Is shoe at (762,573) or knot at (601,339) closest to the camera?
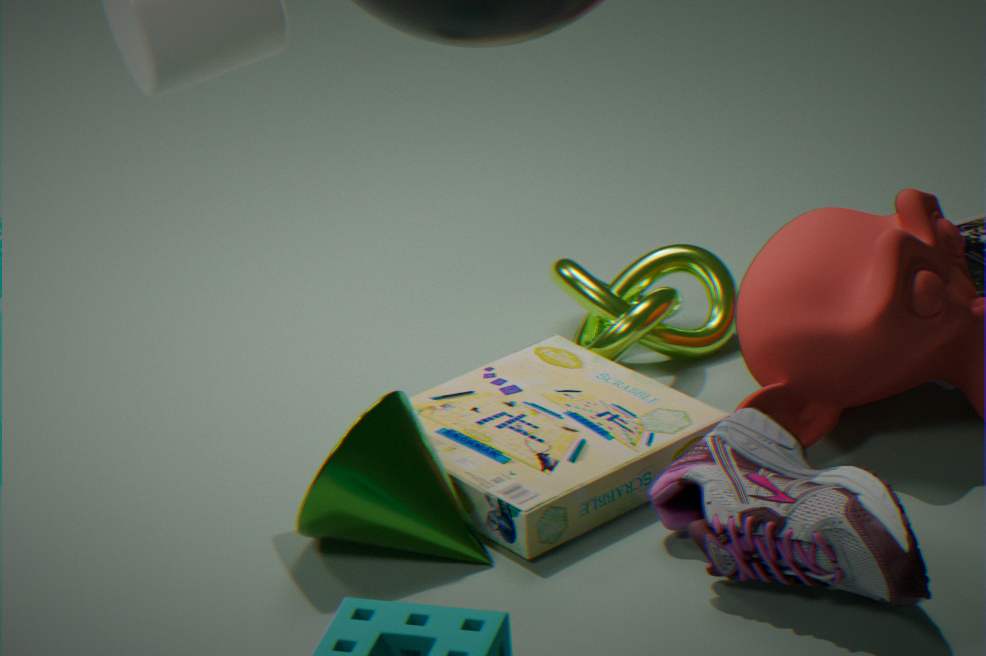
shoe at (762,573)
